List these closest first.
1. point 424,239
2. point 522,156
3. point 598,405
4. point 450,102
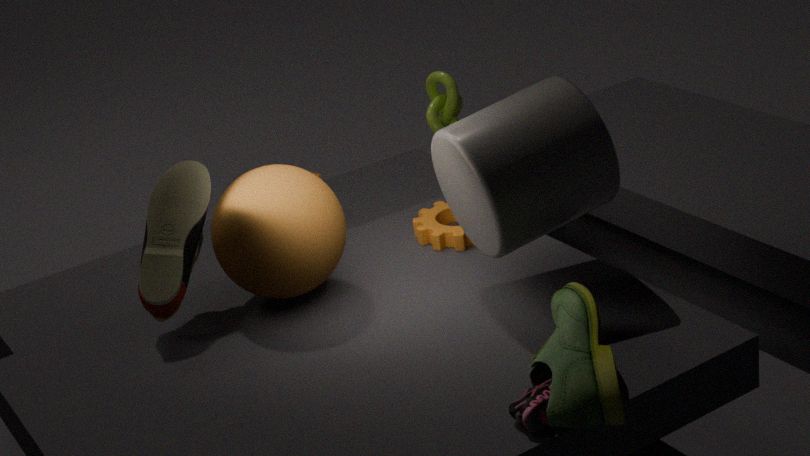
1. point 598,405
2. point 522,156
3. point 424,239
4. point 450,102
